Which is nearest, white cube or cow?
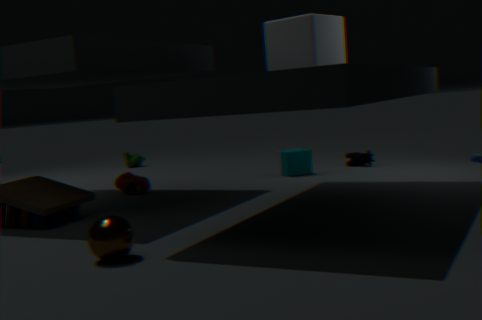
white cube
